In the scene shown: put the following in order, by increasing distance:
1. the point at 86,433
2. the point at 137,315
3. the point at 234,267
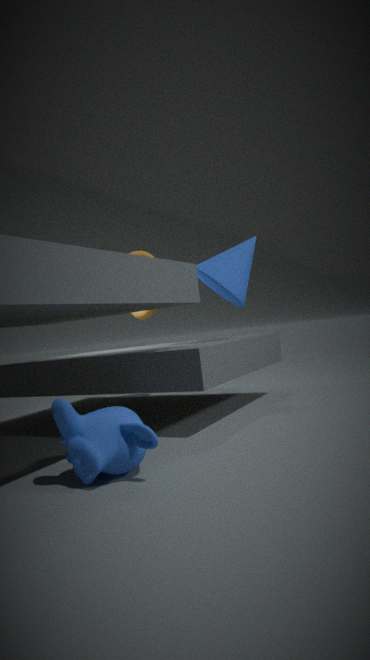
the point at 86,433 < the point at 234,267 < the point at 137,315
